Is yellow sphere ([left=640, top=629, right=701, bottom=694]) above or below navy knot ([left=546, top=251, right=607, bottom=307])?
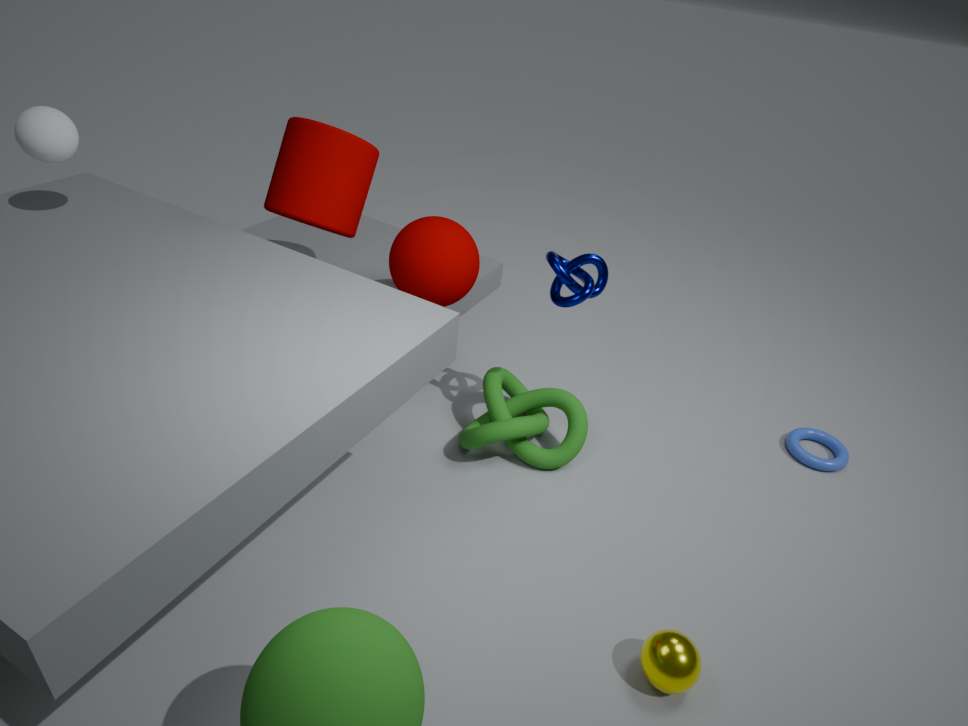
below
